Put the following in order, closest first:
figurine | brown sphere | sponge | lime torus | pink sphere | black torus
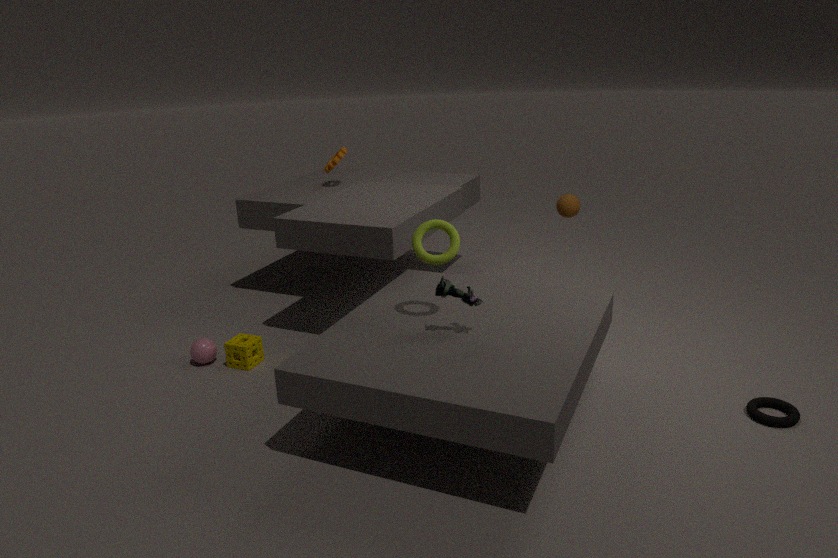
figurine < black torus < lime torus < sponge < pink sphere < brown sphere
